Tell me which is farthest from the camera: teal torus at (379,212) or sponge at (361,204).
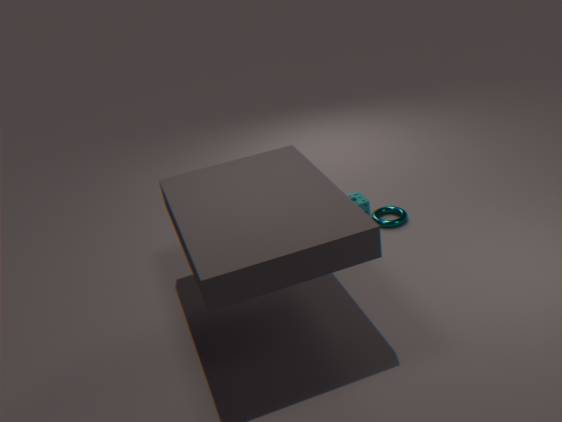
sponge at (361,204)
